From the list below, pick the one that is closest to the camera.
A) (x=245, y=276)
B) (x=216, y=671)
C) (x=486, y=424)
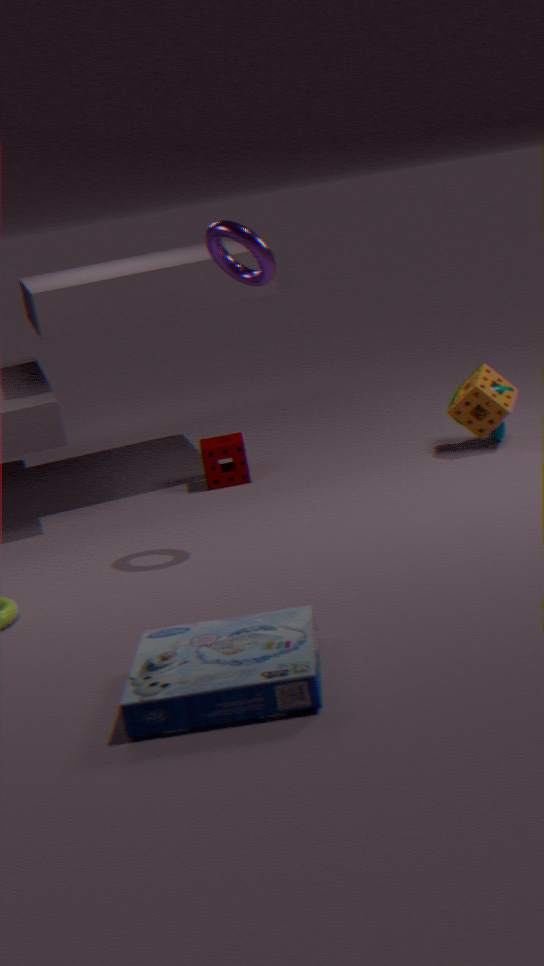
(x=216, y=671)
